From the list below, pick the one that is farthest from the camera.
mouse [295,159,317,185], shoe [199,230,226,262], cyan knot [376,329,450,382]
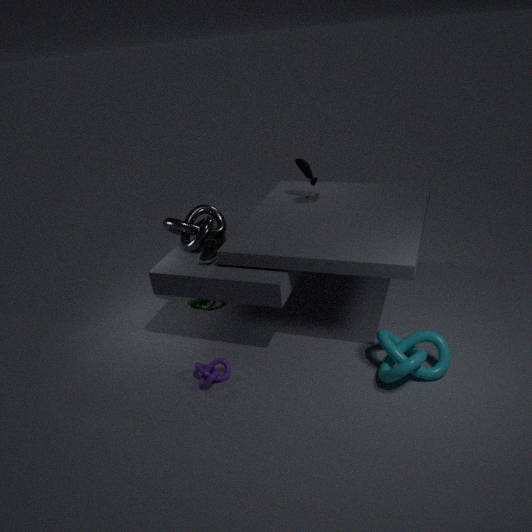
mouse [295,159,317,185]
